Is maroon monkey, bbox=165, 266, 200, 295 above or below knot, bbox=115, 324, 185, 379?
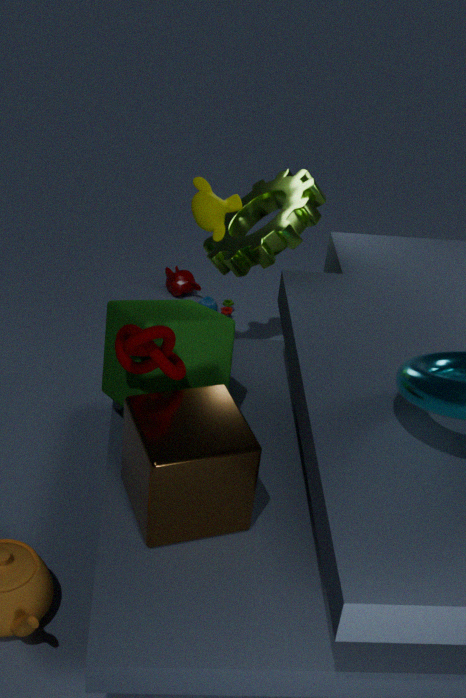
below
